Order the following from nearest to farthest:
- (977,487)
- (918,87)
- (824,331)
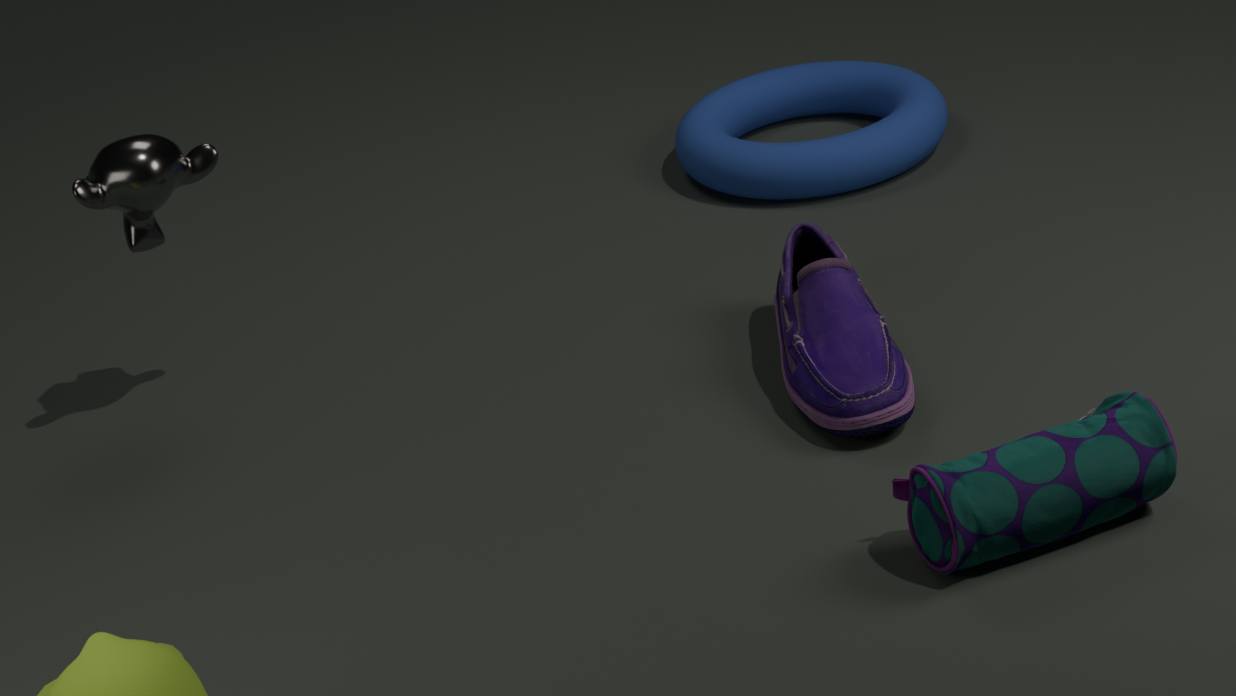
(977,487) < (824,331) < (918,87)
